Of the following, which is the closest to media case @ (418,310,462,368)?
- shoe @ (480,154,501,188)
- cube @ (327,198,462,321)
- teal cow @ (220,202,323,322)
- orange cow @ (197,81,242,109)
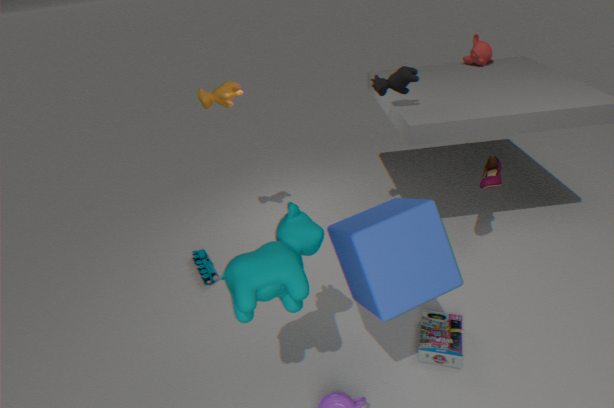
cube @ (327,198,462,321)
